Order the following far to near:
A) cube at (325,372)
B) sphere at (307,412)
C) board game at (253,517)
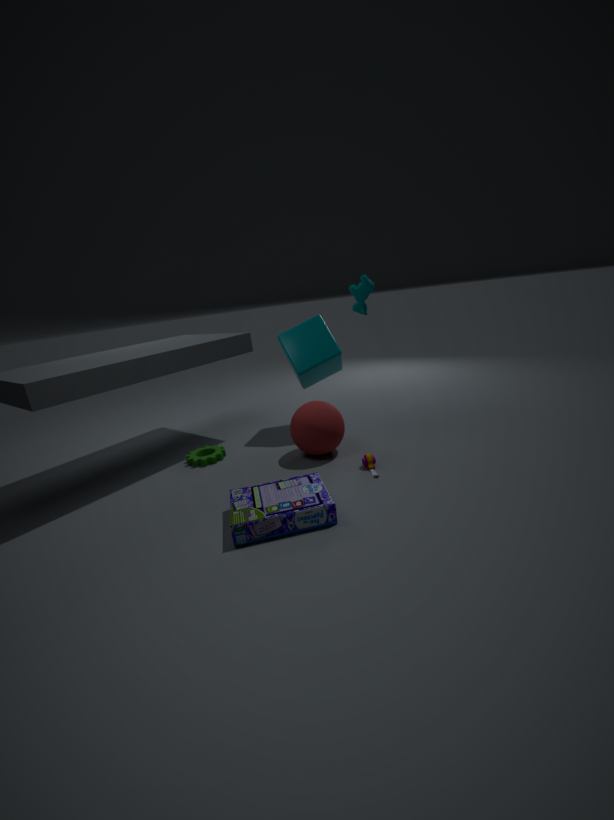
cube at (325,372) → sphere at (307,412) → board game at (253,517)
